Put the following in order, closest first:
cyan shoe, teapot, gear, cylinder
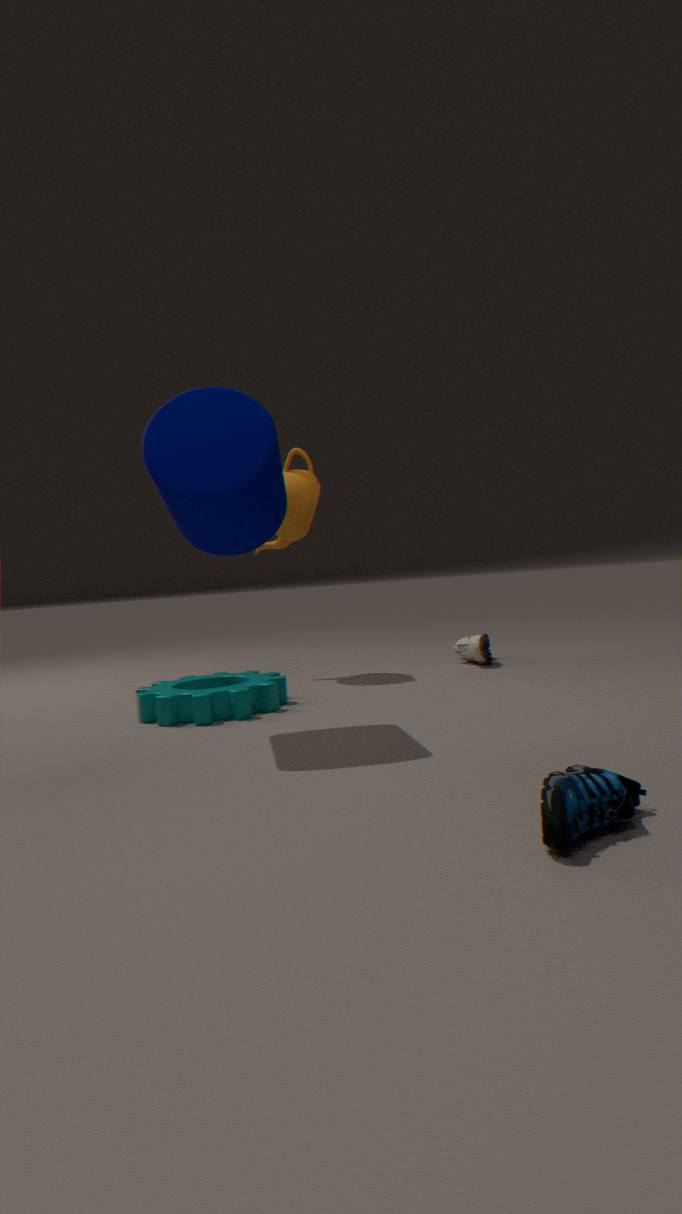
cyan shoe → cylinder → gear → teapot
